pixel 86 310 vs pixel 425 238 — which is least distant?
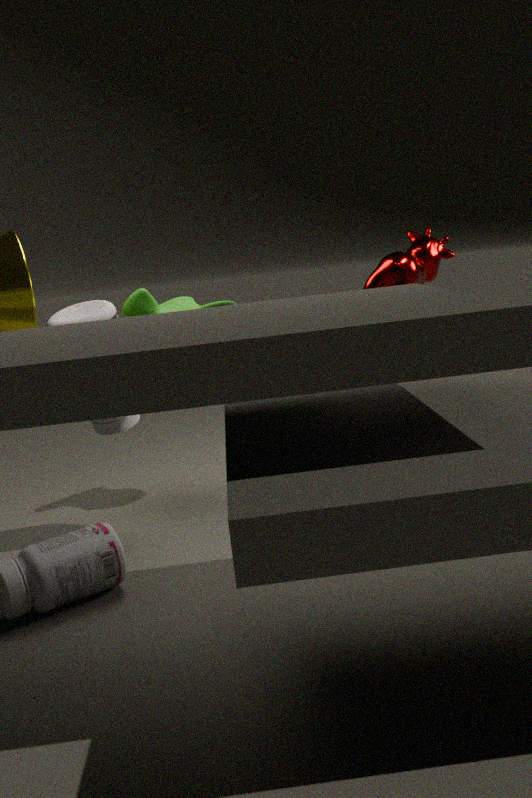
pixel 86 310
